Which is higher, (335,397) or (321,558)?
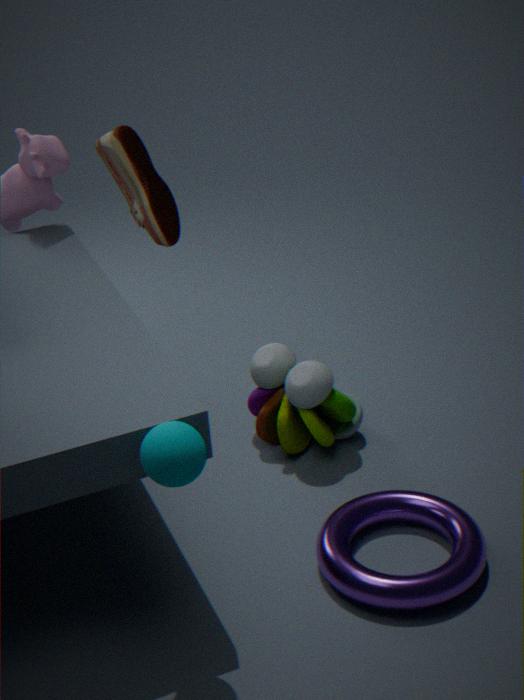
(335,397)
